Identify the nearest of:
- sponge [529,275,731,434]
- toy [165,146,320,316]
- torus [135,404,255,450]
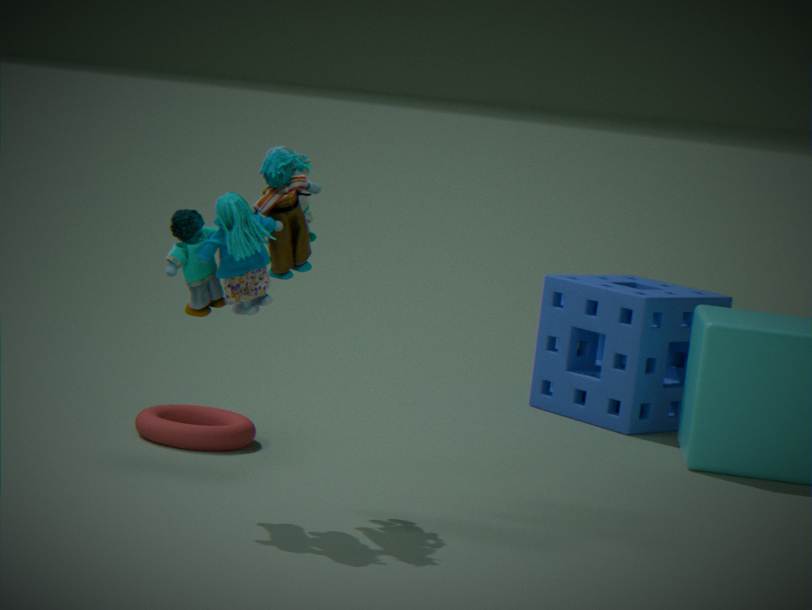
toy [165,146,320,316]
